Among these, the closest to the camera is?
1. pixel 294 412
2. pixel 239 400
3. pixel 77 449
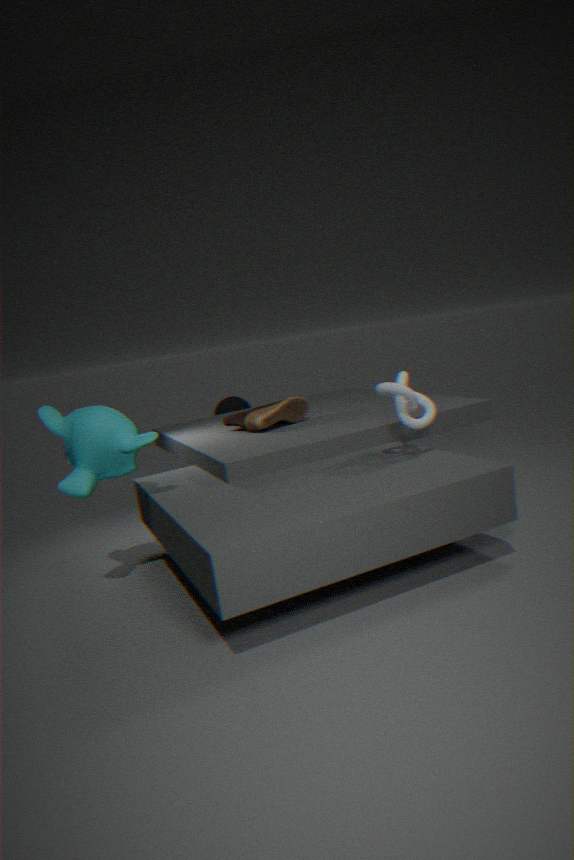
pixel 77 449
